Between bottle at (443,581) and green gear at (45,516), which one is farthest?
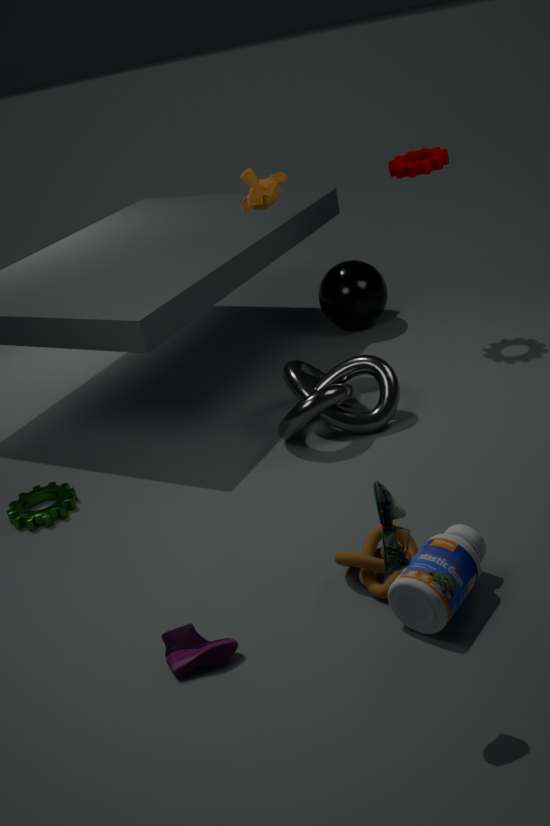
green gear at (45,516)
